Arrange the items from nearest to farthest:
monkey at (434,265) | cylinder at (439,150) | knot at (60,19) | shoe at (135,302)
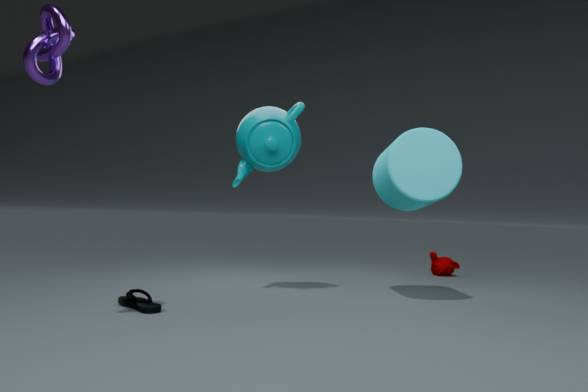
knot at (60,19), shoe at (135,302), cylinder at (439,150), monkey at (434,265)
